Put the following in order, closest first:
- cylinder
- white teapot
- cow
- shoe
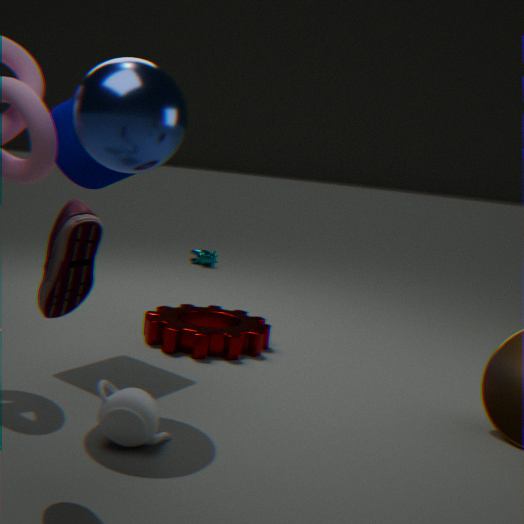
shoe, white teapot, cylinder, cow
